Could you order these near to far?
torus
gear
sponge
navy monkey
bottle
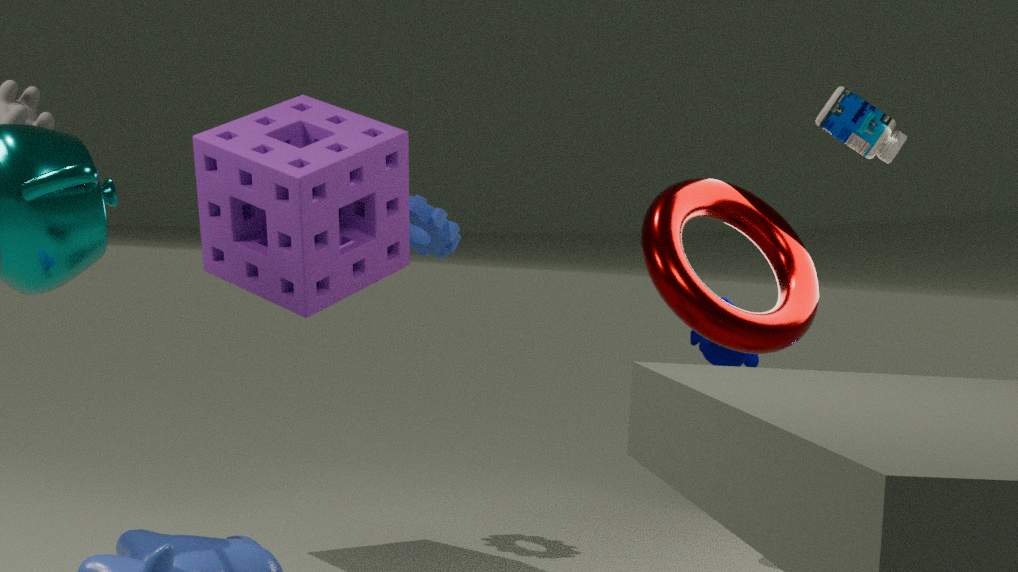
sponge < bottle < gear < torus < navy monkey
